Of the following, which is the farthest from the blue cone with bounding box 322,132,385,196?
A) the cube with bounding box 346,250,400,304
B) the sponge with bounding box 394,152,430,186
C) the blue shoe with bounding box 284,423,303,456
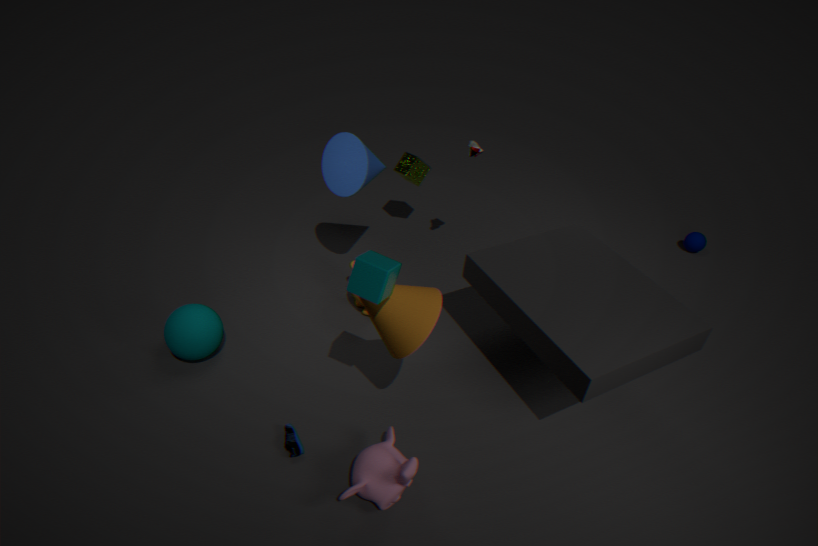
the blue shoe with bounding box 284,423,303,456
